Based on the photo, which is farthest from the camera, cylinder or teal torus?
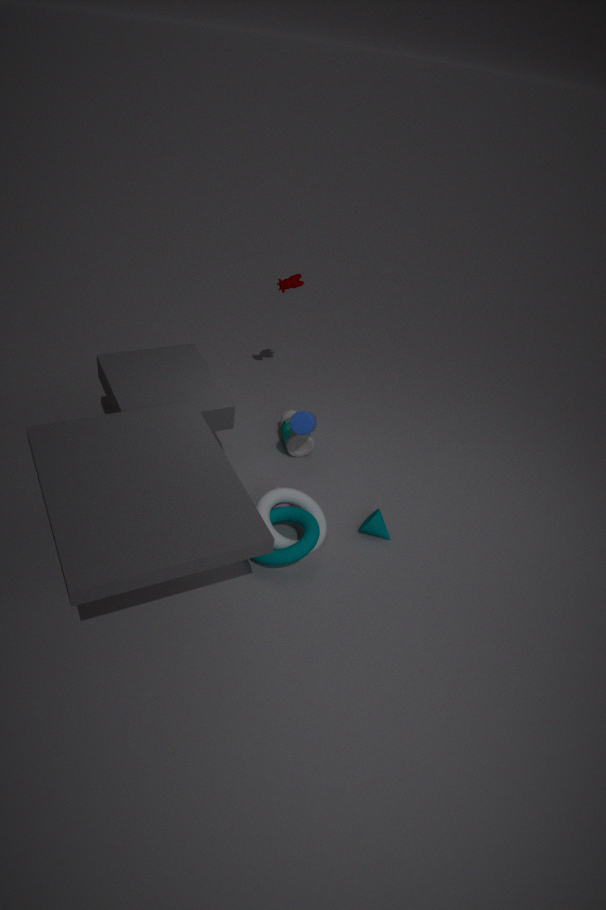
cylinder
